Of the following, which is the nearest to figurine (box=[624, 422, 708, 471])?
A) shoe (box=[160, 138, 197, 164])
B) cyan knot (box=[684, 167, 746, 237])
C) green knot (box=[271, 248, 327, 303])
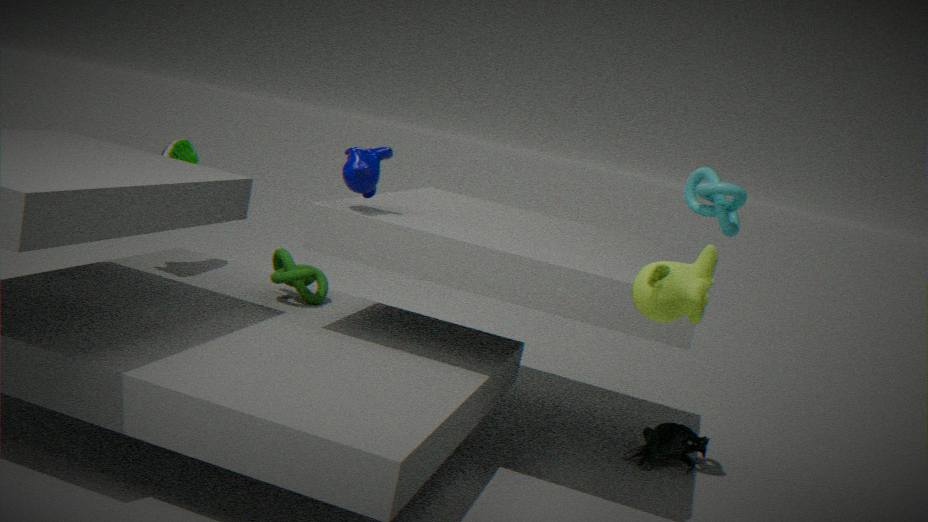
cyan knot (box=[684, 167, 746, 237])
